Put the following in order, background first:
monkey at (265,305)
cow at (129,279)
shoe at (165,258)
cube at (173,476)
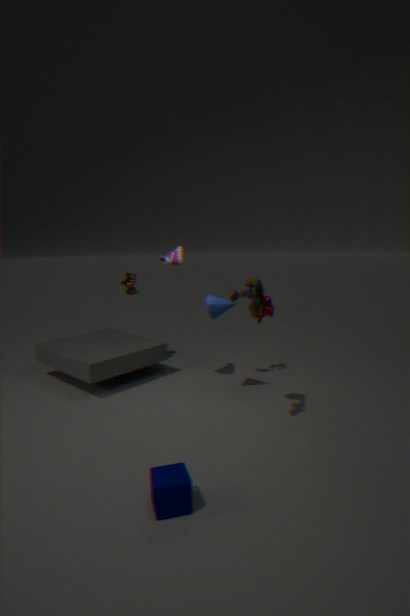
cow at (129,279)
shoe at (165,258)
monkey at (265,305)
cube at (173,476)
